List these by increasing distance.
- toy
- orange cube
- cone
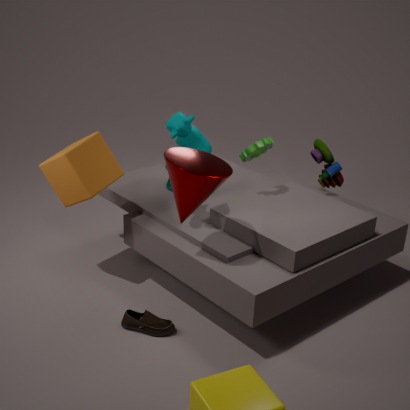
cone, orange cube, toy
